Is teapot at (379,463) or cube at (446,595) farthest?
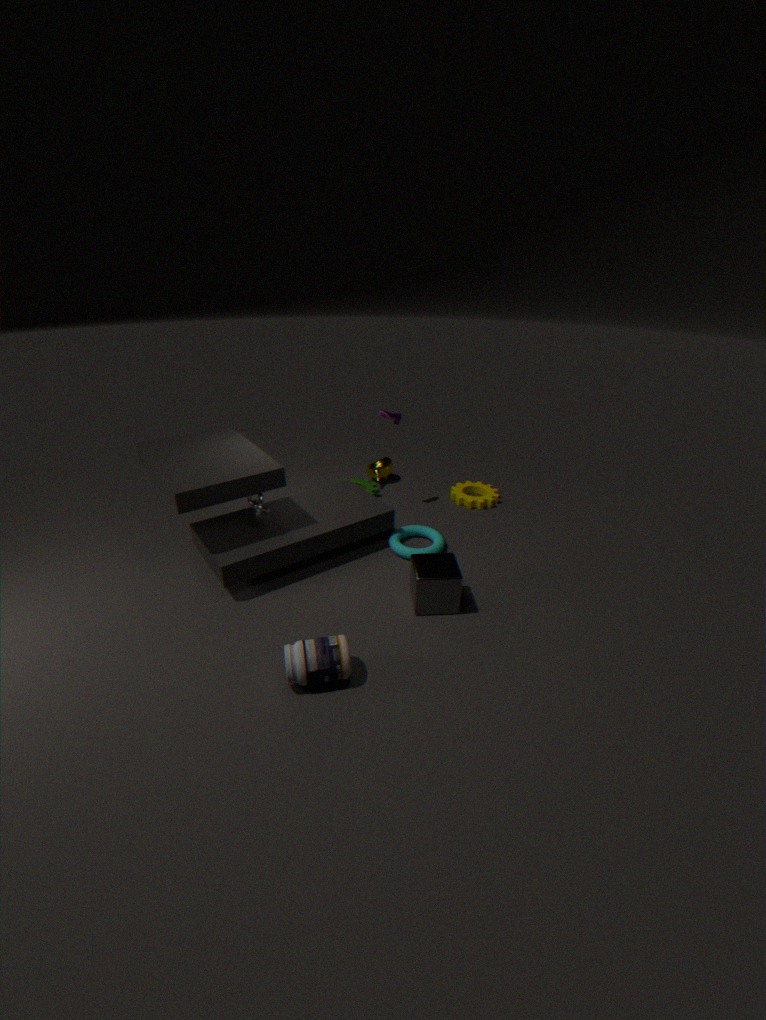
teapot at (379,463)
